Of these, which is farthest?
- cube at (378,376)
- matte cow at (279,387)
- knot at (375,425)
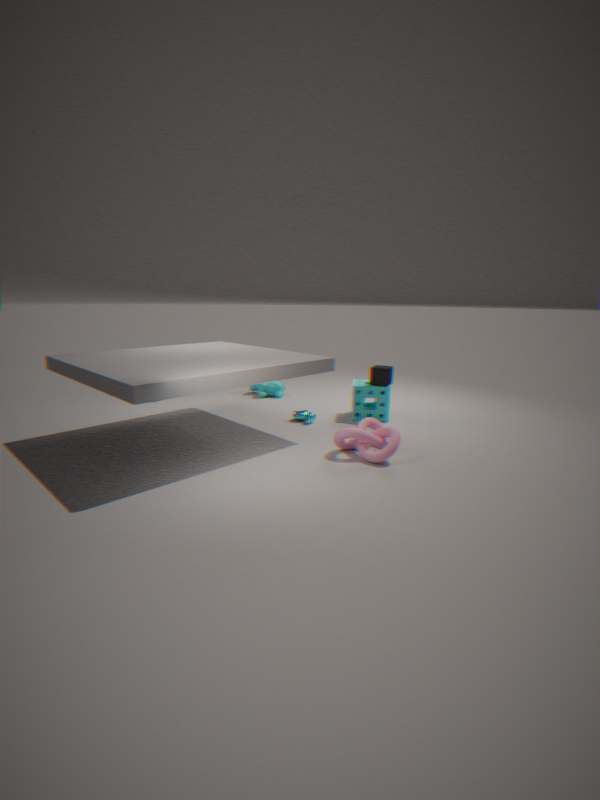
matte cow at (279,387)
